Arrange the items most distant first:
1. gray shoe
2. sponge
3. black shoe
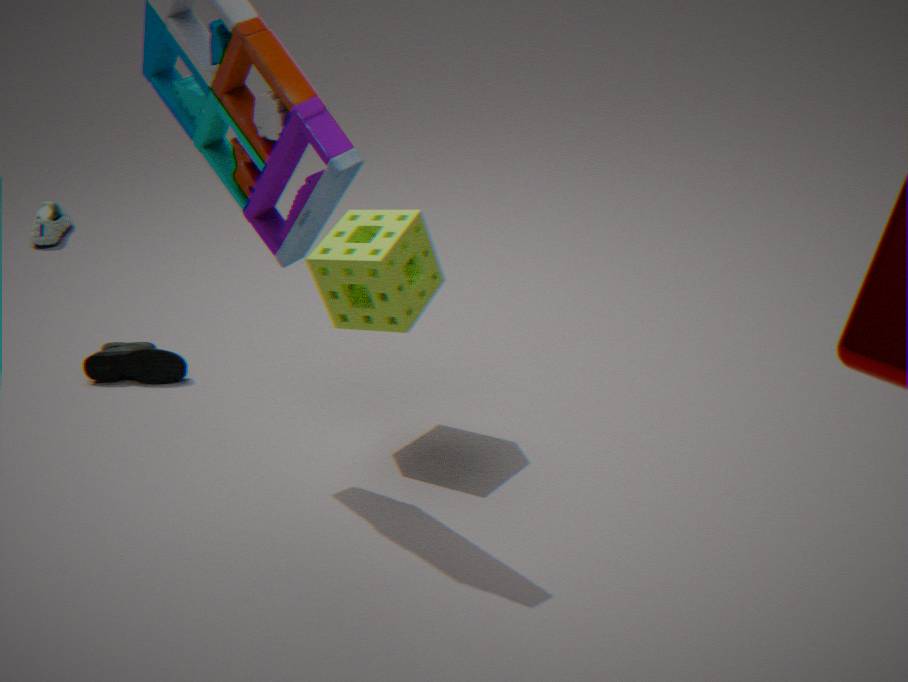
gray shoe → black shoe → sponge
